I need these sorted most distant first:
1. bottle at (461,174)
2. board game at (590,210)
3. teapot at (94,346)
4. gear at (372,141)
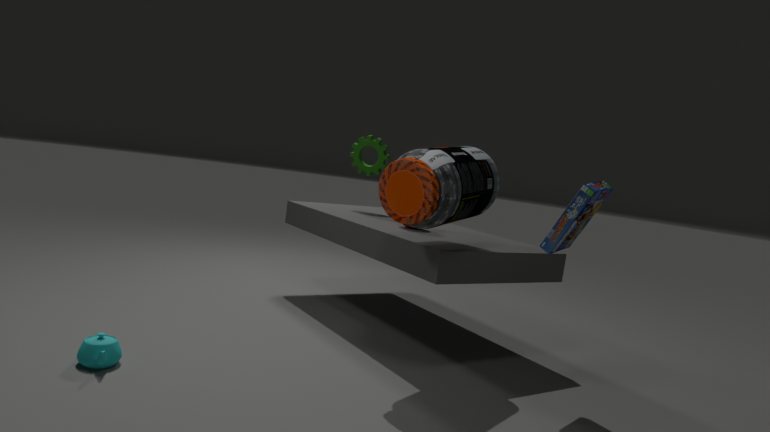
gear at (372,141) → board game at (590,210) → bottle at (461,174) → teapot at (94,346)
